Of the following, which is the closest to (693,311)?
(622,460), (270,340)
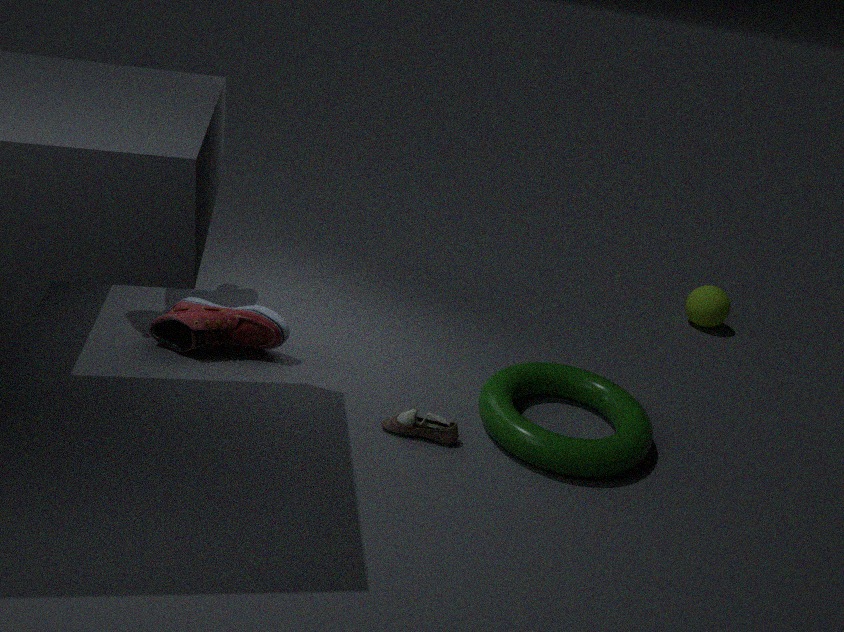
(622,460)
